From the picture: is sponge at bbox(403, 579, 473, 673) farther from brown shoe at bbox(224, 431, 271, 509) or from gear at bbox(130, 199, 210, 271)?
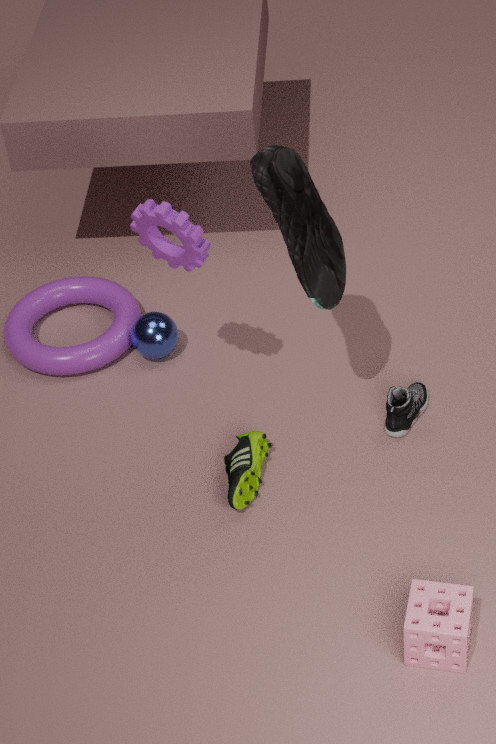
gear at bbox(130, 199, 210, 271)
